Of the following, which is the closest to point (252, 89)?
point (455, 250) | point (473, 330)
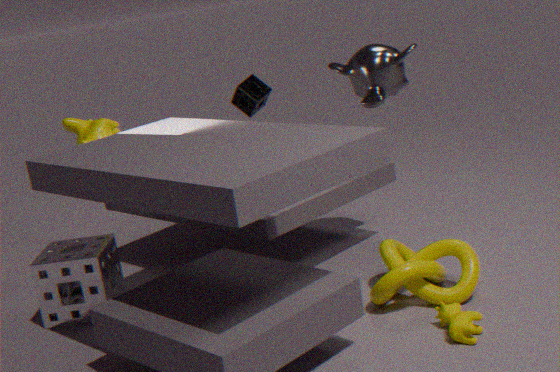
point (455, 250)
